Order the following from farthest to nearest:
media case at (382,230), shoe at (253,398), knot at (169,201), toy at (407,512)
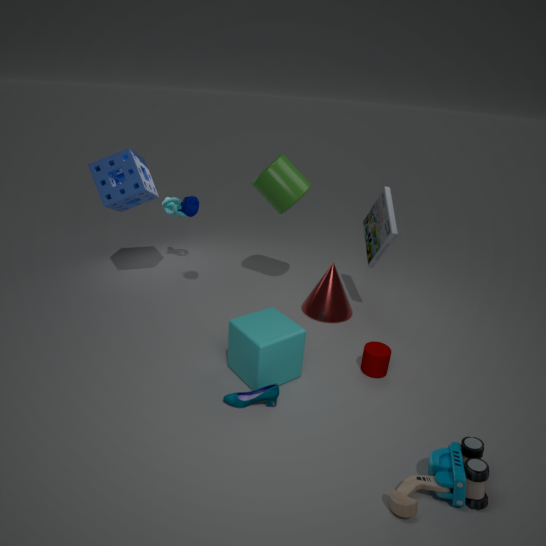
1. knot at (169,201)
2. media case at (382,230)
3. shoe at (253,398)
4. toy at (407,512)
